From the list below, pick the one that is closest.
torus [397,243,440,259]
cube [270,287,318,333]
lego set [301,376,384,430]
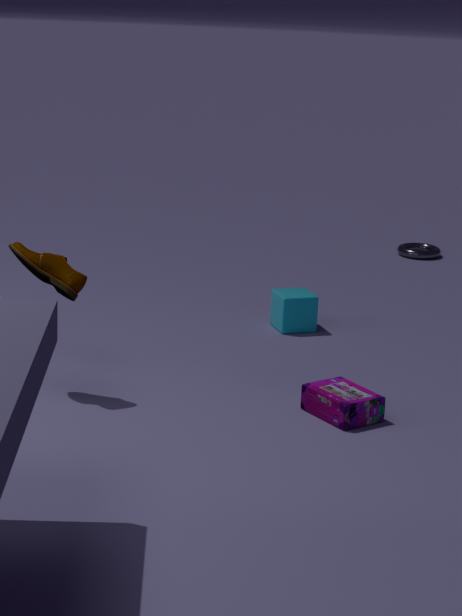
lego set [301,376,384,430]
